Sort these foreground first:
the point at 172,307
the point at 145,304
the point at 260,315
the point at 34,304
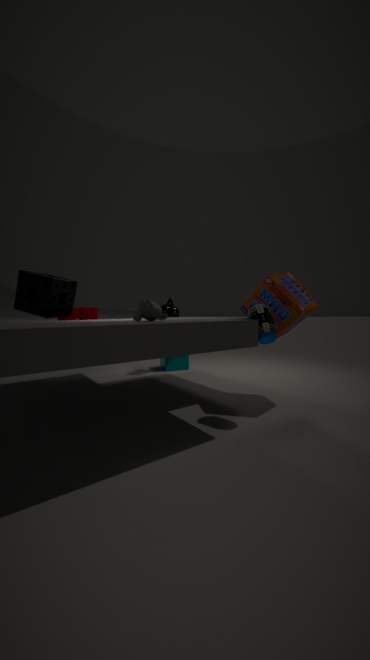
1. the point at 145,304
2. the point at 260,315
3. the point at 34,304
4. the point at 172,307
